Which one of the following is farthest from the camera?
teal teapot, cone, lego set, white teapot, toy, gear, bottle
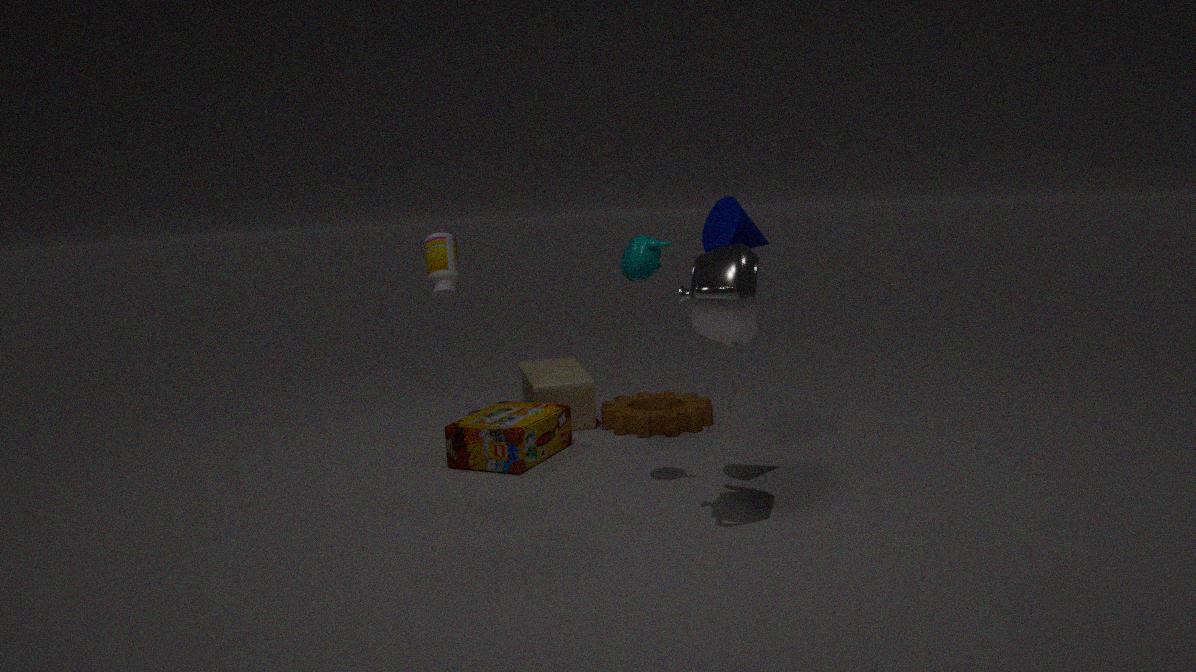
toy
